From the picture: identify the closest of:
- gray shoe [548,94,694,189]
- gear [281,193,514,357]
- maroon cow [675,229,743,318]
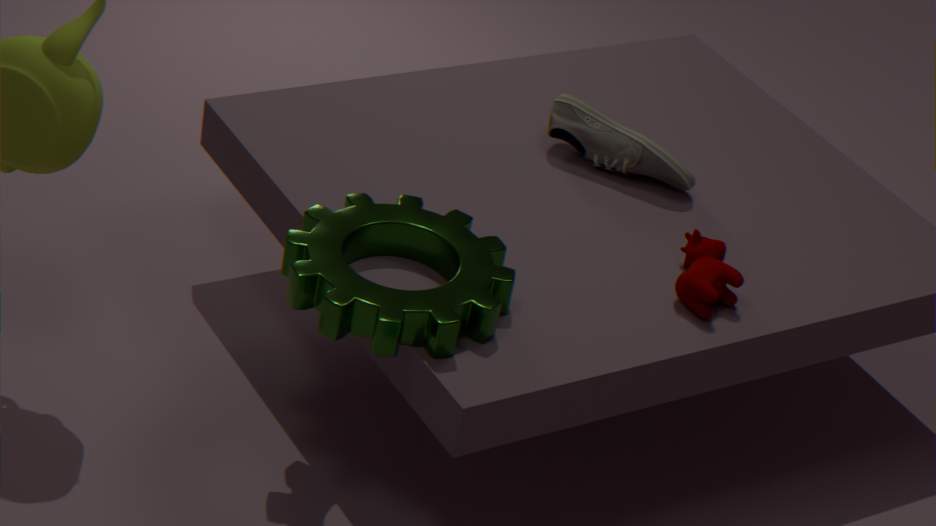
gear [281,193,514,357]
